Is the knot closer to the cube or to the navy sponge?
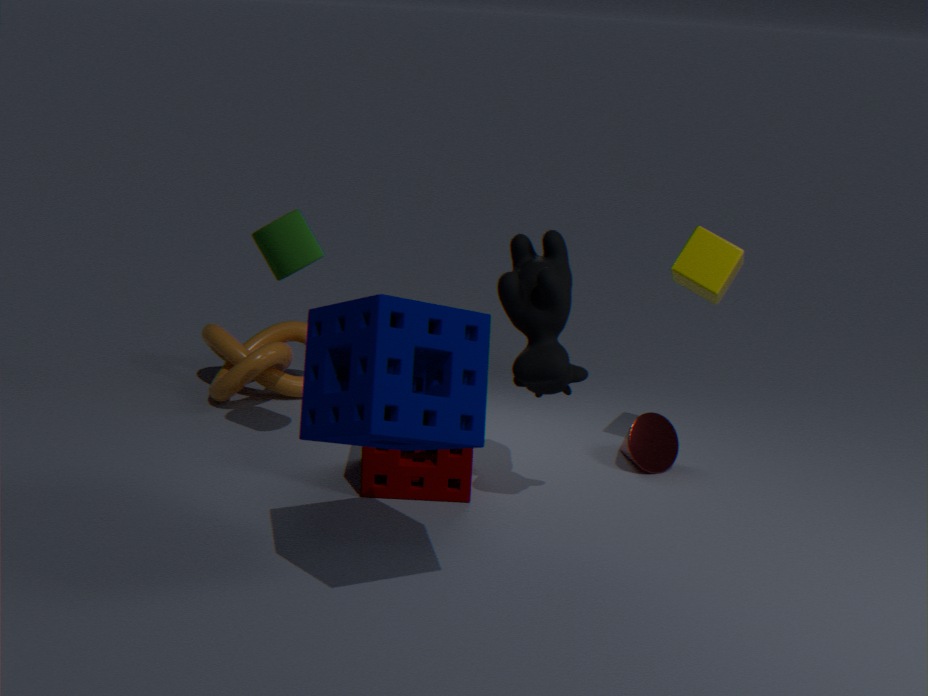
the navy sponge
